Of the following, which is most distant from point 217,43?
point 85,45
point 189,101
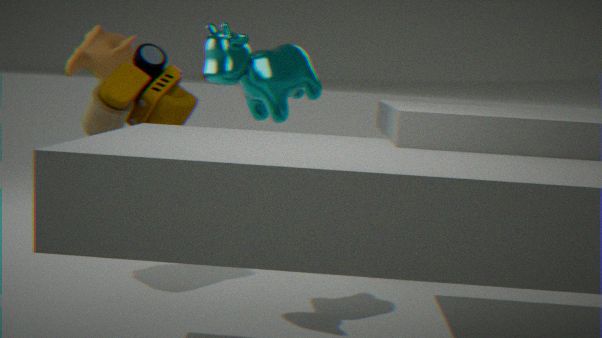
point 85,45
